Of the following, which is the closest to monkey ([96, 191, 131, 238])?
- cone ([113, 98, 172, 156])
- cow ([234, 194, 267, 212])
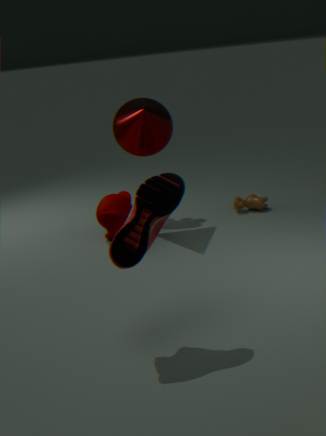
cone ([113, 98, 172, 156])
